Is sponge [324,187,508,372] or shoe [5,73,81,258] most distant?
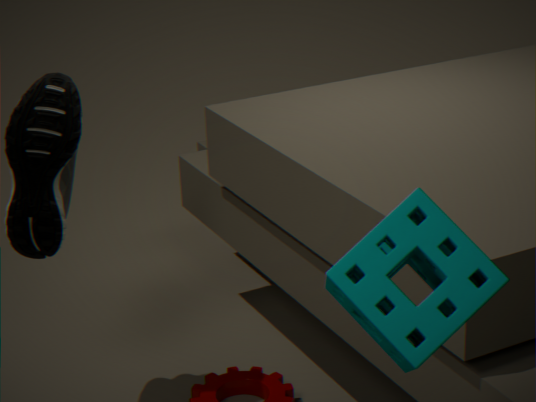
shoe [5,73,81,258]
